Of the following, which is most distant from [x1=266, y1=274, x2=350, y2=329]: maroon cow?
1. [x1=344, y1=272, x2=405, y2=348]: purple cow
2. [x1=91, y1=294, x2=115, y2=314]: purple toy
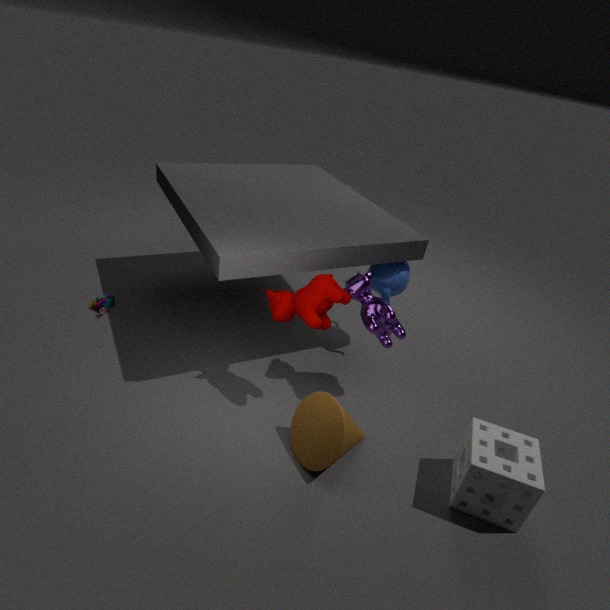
[x1=91, y1=294, x2=115, y2=314]: purple toy
